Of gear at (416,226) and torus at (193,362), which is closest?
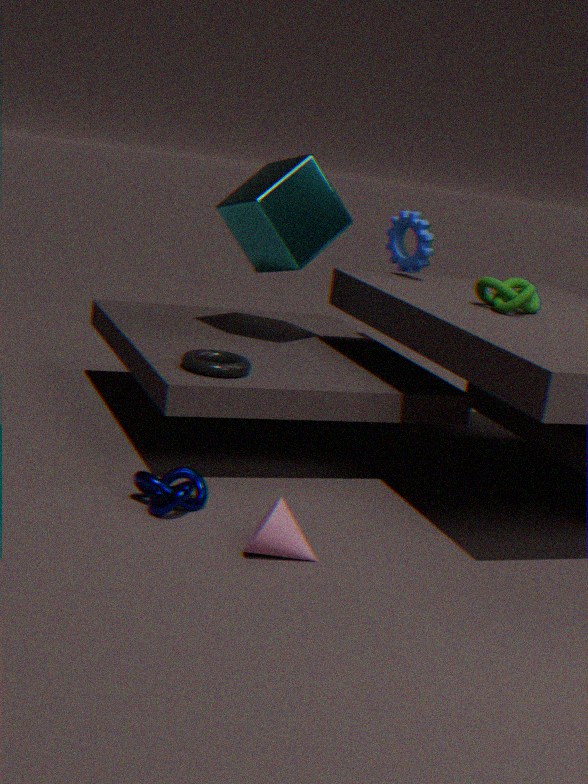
torus at (193,362)
